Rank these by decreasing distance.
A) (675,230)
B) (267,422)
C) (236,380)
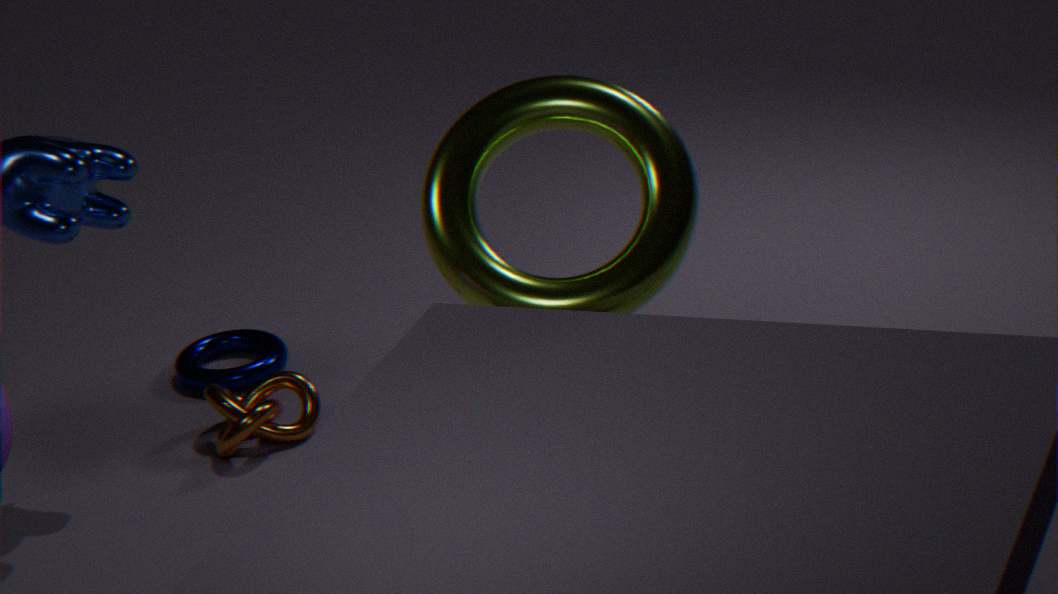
(236,380), (267,422), (675,230)
